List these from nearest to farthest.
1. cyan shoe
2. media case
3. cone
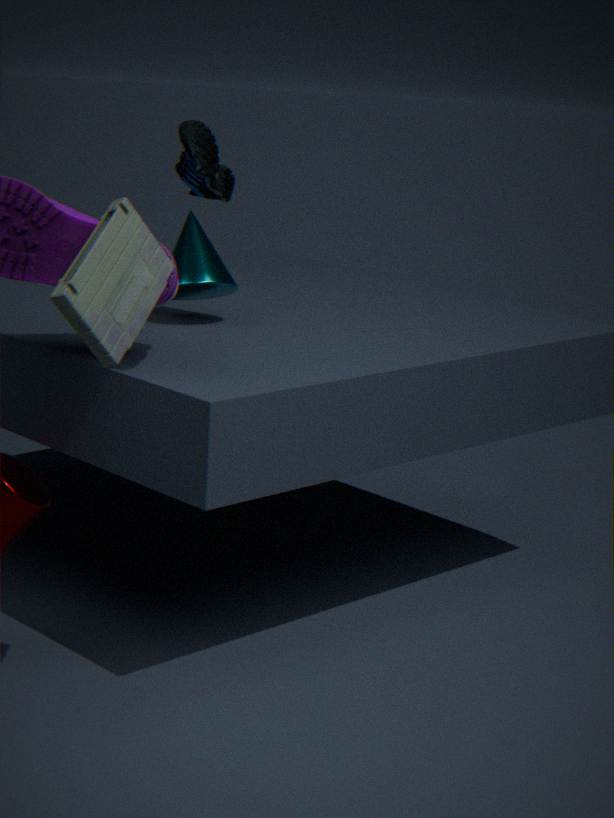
1. media case
2. cone
3. cyan shoe
